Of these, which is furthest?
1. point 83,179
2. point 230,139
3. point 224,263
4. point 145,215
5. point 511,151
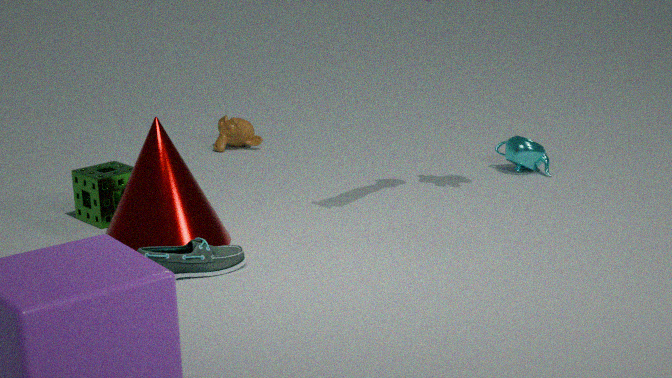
point 230,139
